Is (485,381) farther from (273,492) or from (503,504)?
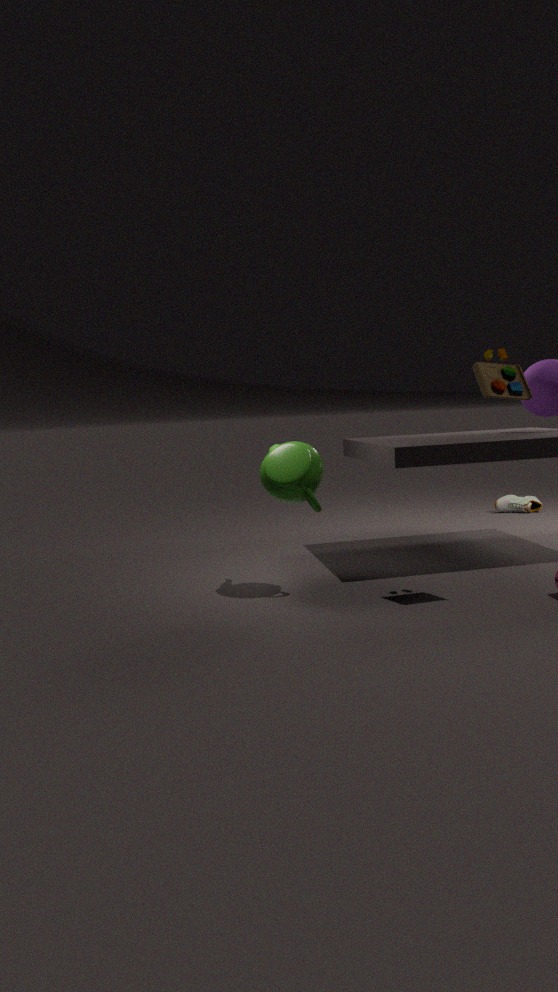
(503,504)
